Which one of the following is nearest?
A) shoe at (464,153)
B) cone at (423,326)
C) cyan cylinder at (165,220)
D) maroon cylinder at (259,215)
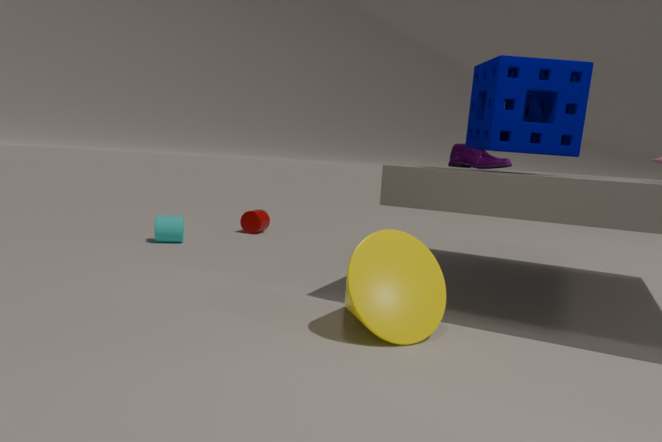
cone at (423,326)
